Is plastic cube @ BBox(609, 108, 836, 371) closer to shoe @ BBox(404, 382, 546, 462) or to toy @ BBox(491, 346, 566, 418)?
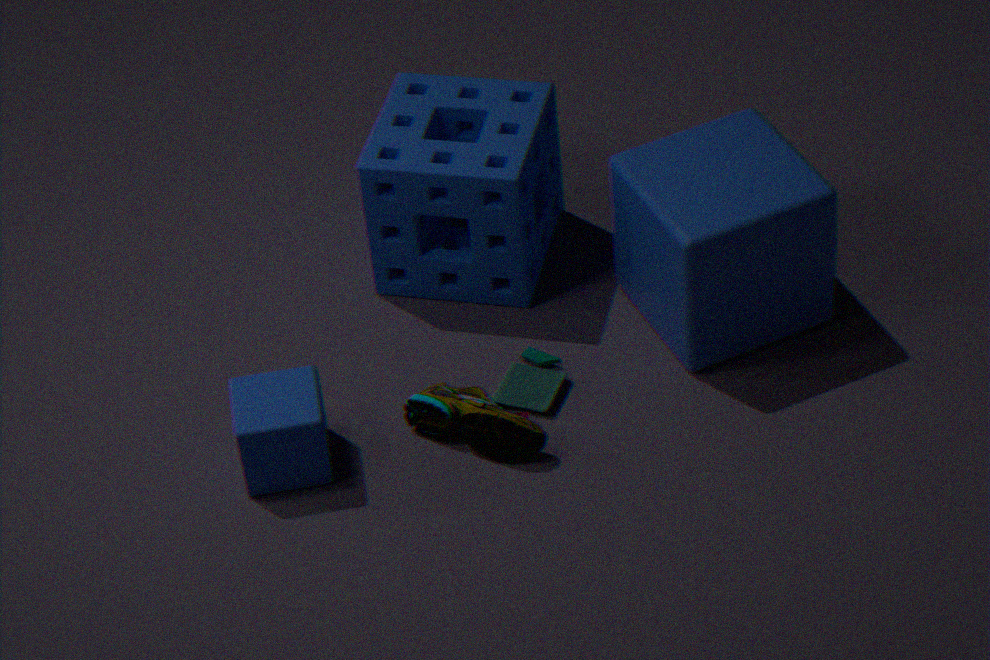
toy @ BBox(491, 346, 566, 418)
